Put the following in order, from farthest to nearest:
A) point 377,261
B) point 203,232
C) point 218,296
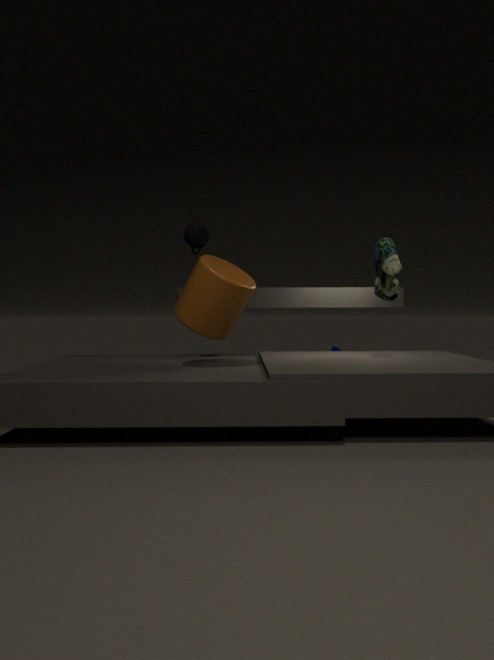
point 203,232 → point 377,261 → point 218,296
